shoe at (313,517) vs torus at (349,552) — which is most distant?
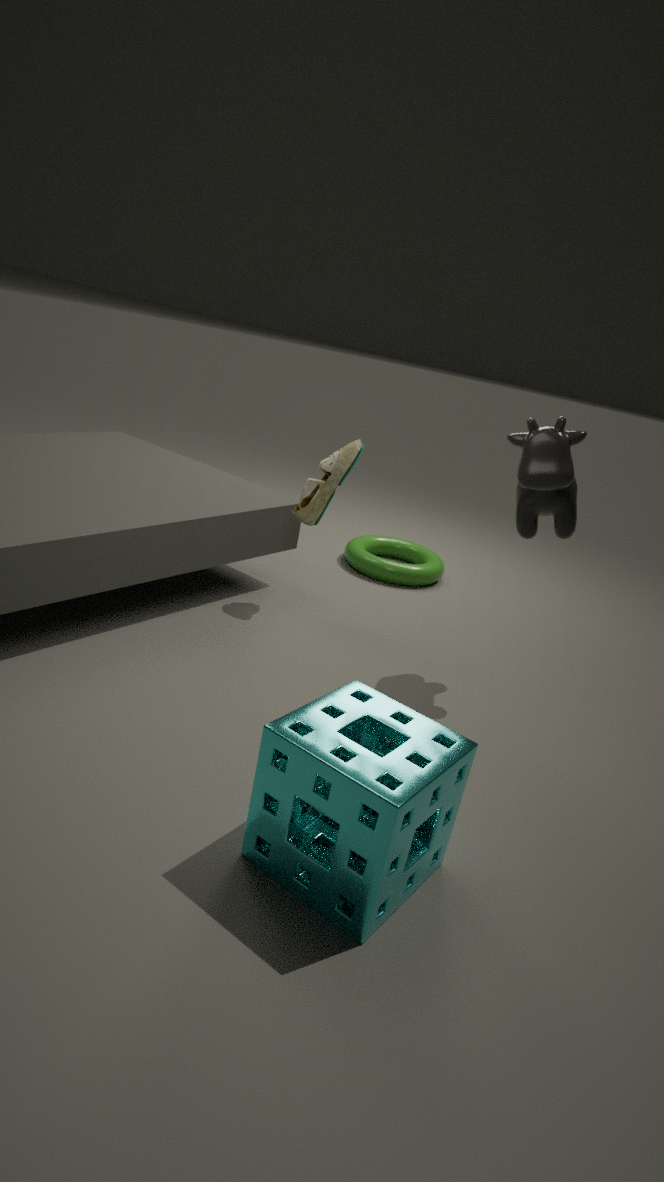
torus at (349,552)
